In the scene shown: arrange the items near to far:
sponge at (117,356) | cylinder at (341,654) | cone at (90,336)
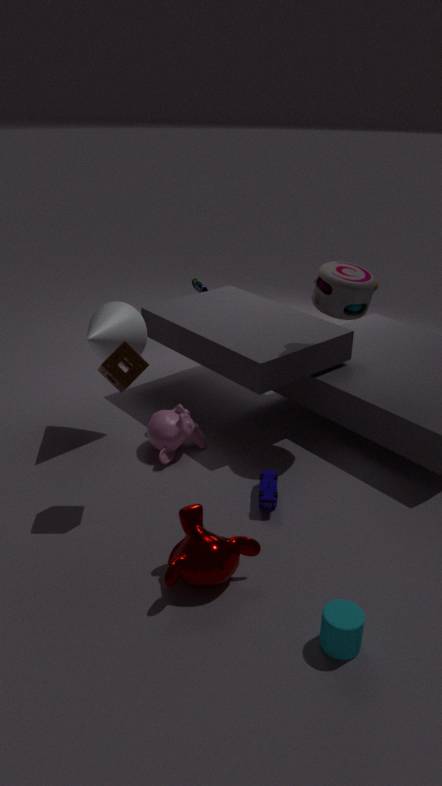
cylinder at (341,654) < sponge at (117,356) < cone at (90,336)
